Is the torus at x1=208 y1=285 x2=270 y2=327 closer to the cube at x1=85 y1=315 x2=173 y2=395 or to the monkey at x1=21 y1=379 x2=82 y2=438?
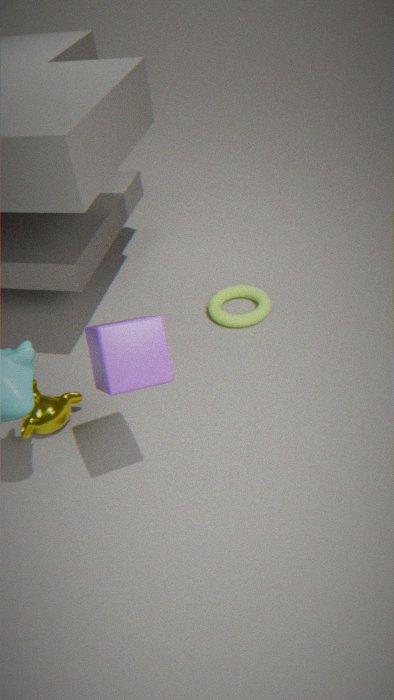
the monkey at x1=21 y1=379 x2=82 y2=438
